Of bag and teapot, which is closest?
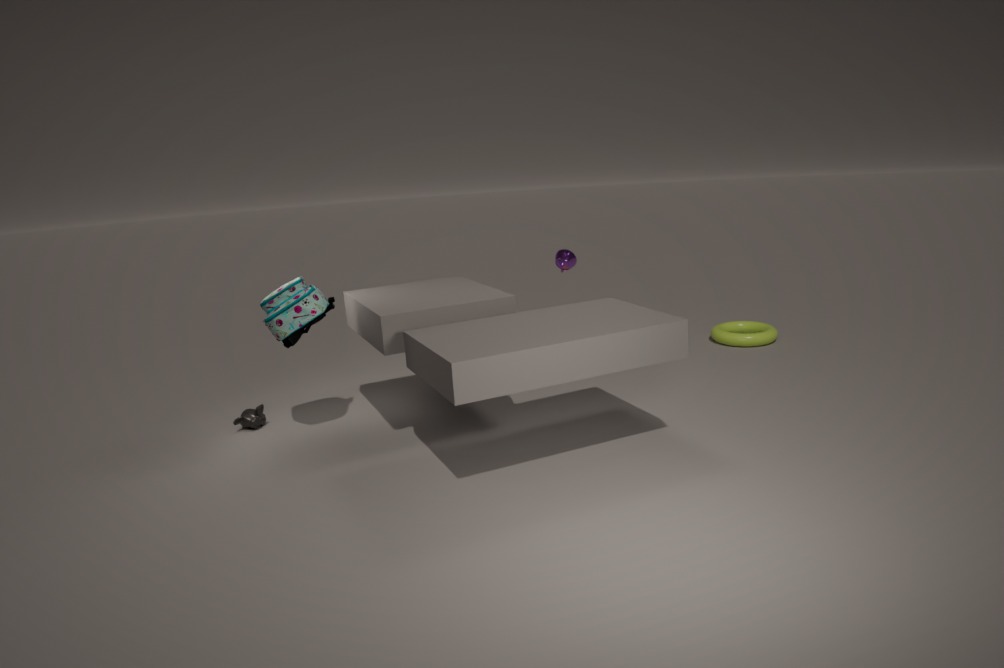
bag
